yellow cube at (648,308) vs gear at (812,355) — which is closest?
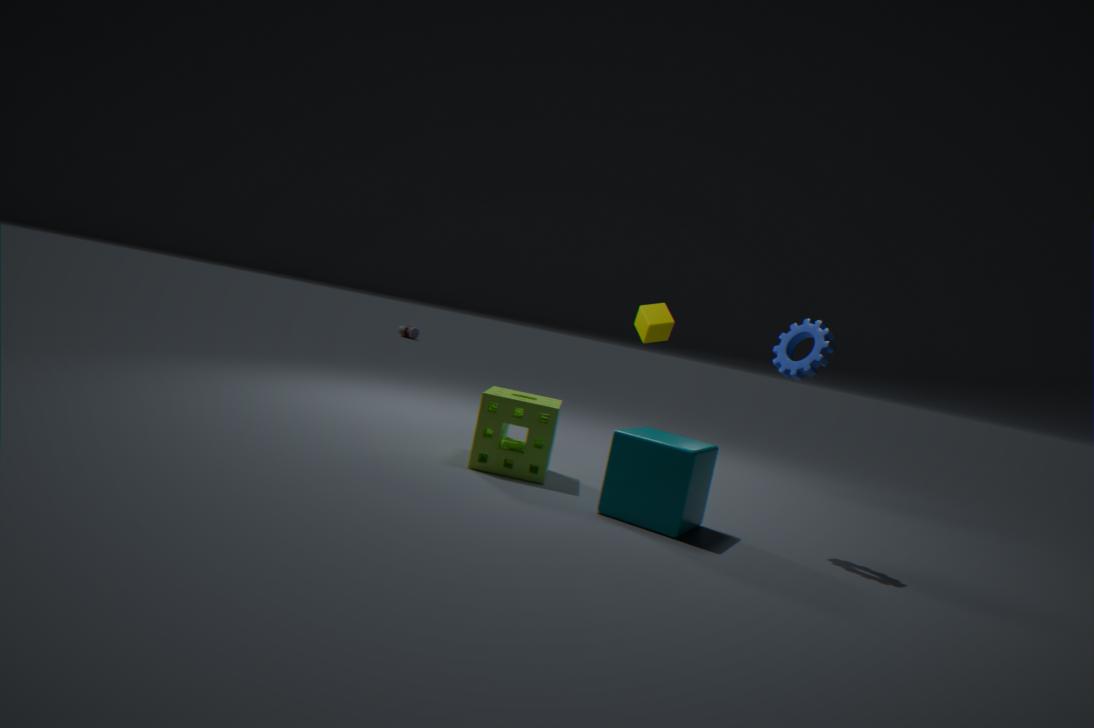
gear at (812,355)
